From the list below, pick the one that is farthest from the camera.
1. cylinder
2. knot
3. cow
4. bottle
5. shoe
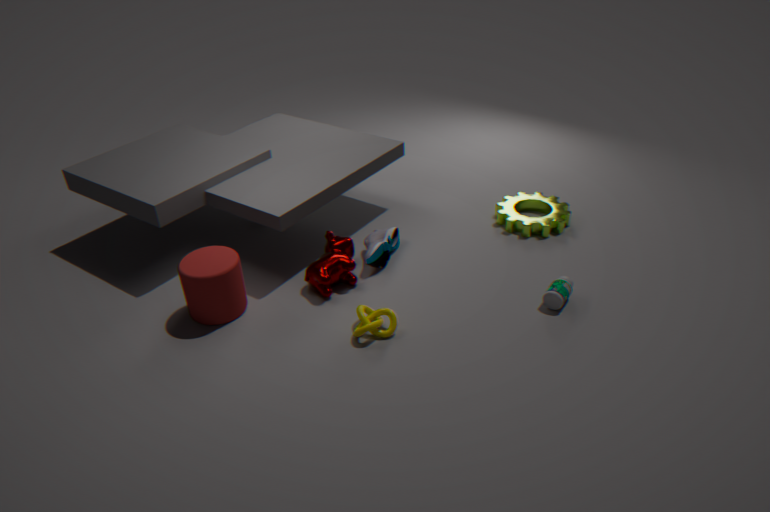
shoe
